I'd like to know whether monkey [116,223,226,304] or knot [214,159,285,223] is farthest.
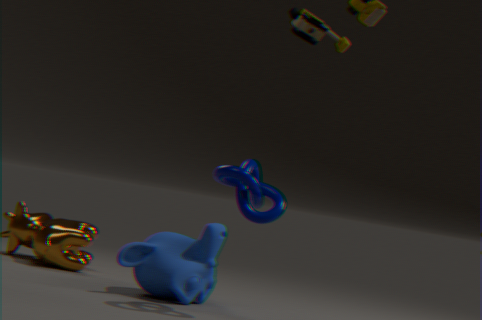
monkey [116,223,226,304]
